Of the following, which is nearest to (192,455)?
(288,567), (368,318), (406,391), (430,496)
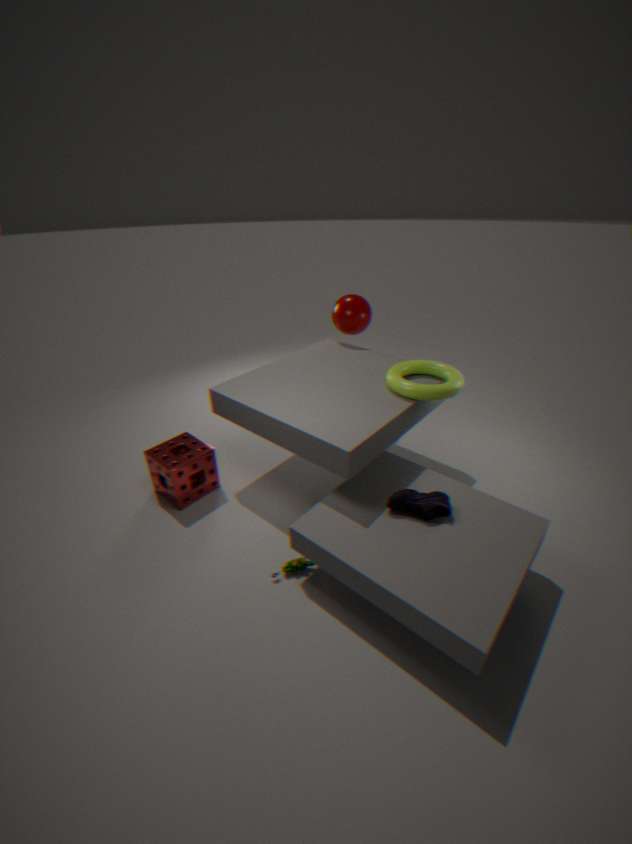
(288,567)
